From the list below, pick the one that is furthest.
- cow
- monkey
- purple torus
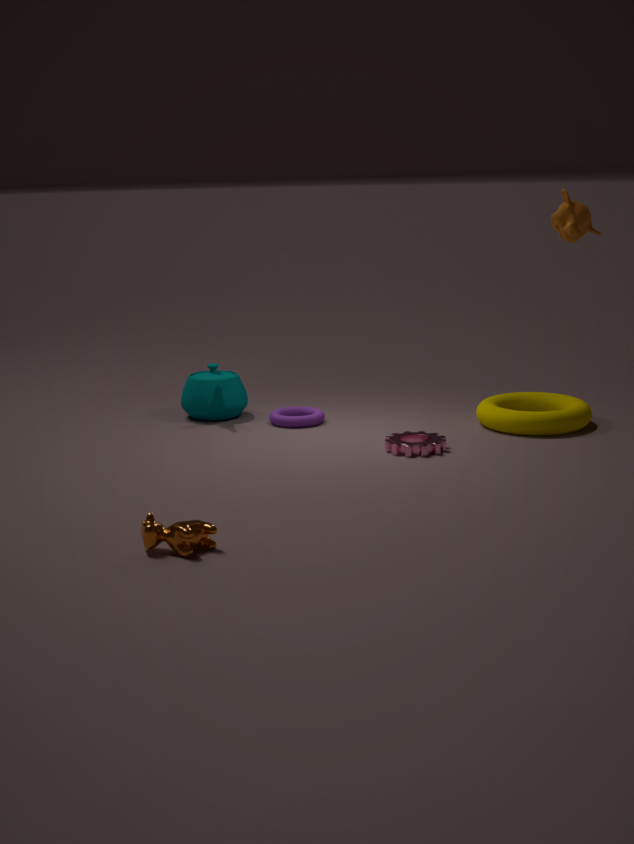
purple torus
